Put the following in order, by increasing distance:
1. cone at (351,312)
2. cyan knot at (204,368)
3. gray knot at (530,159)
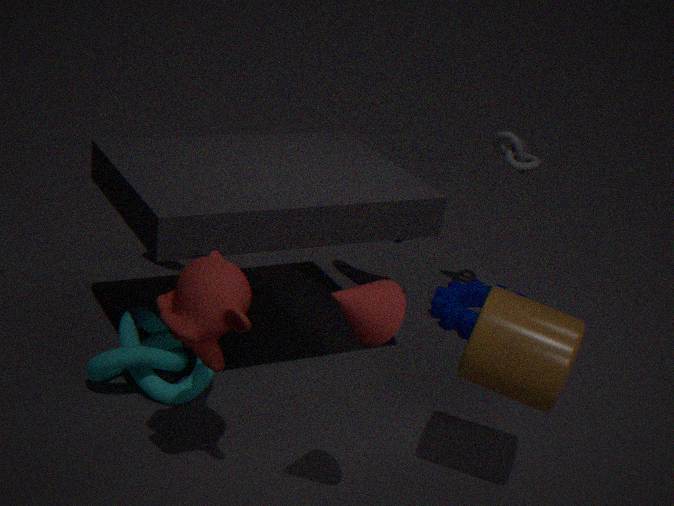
cone at (351,312), cyan knot at (204,368), gray knot at (530,159)
